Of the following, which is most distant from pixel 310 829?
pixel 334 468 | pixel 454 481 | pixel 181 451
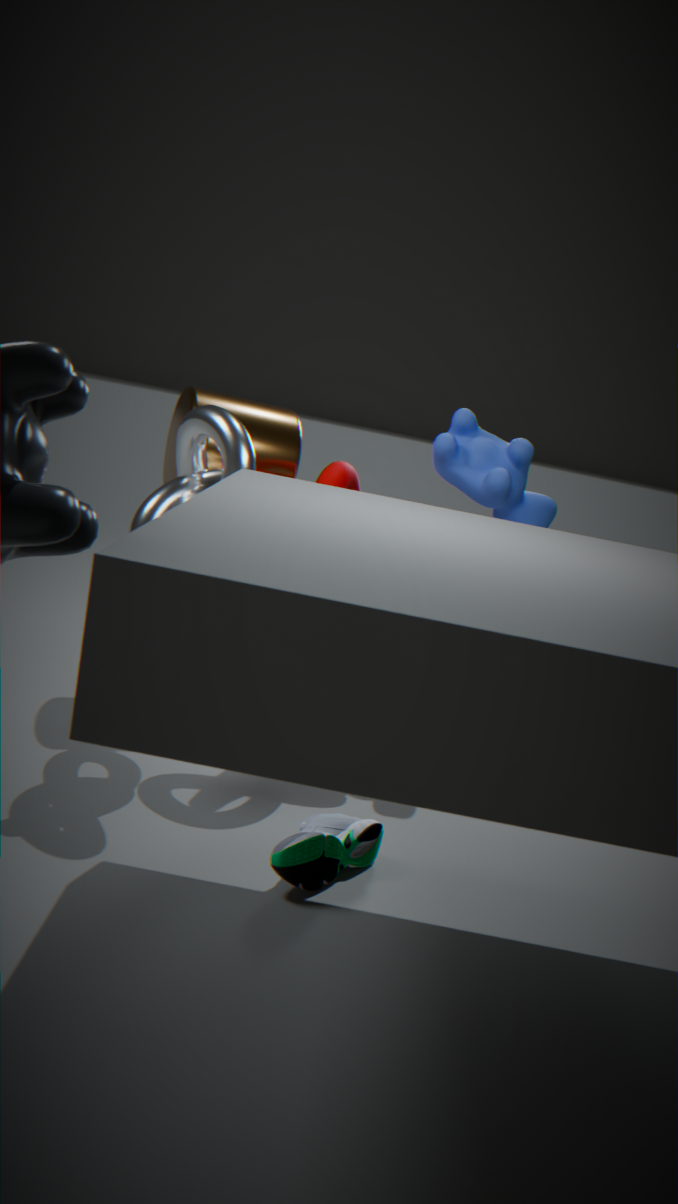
pixel 454 481
